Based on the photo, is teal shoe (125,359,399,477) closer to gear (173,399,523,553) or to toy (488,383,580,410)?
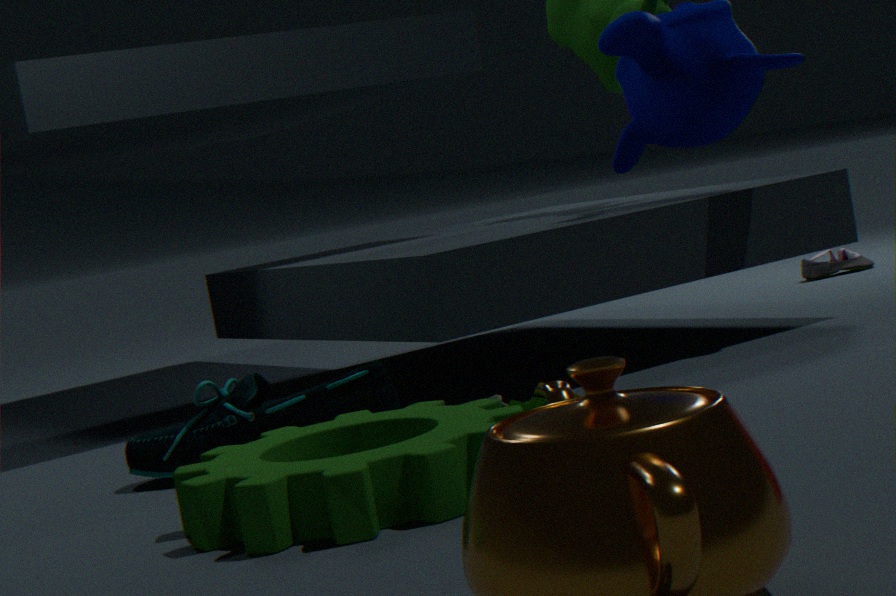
gear (173,399,523,553)
